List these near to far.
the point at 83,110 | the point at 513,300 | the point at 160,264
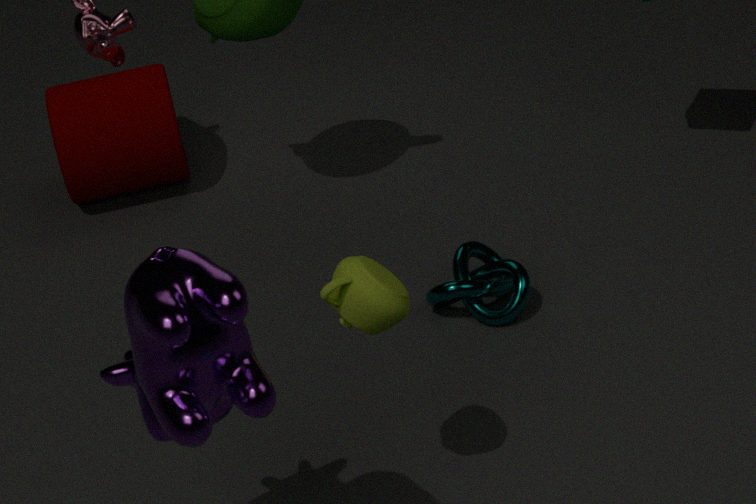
1. the point at 160,264
2. the point at 513,300
3. the point at 83,110
